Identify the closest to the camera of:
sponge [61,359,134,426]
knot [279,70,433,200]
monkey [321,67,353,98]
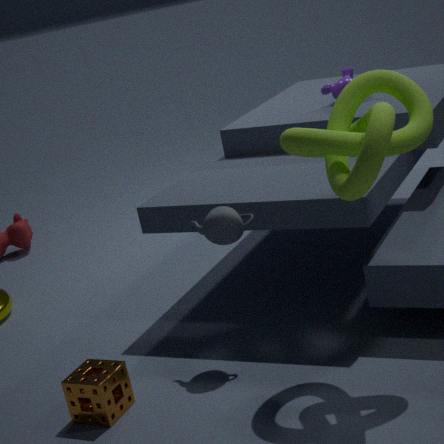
knot [279,70,433,200]
